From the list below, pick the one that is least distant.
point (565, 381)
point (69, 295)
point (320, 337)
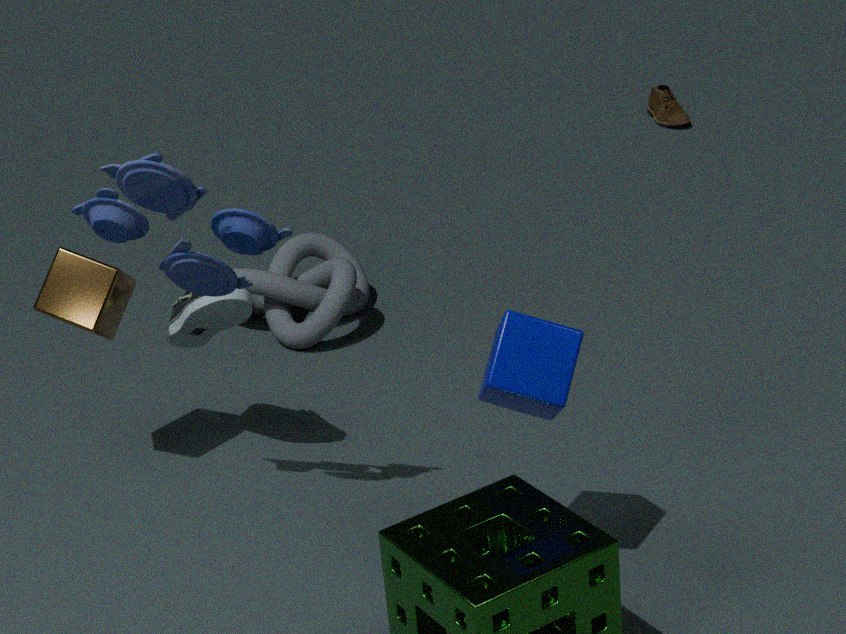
point (565, 381)
